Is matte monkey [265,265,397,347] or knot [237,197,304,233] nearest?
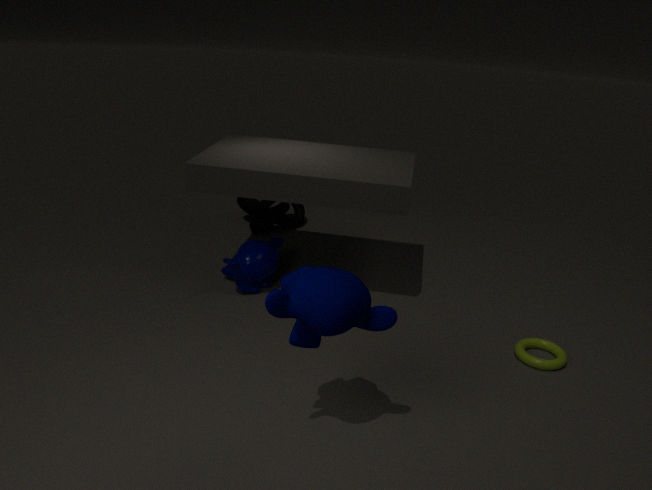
matte monkey [265,265,397,347]
